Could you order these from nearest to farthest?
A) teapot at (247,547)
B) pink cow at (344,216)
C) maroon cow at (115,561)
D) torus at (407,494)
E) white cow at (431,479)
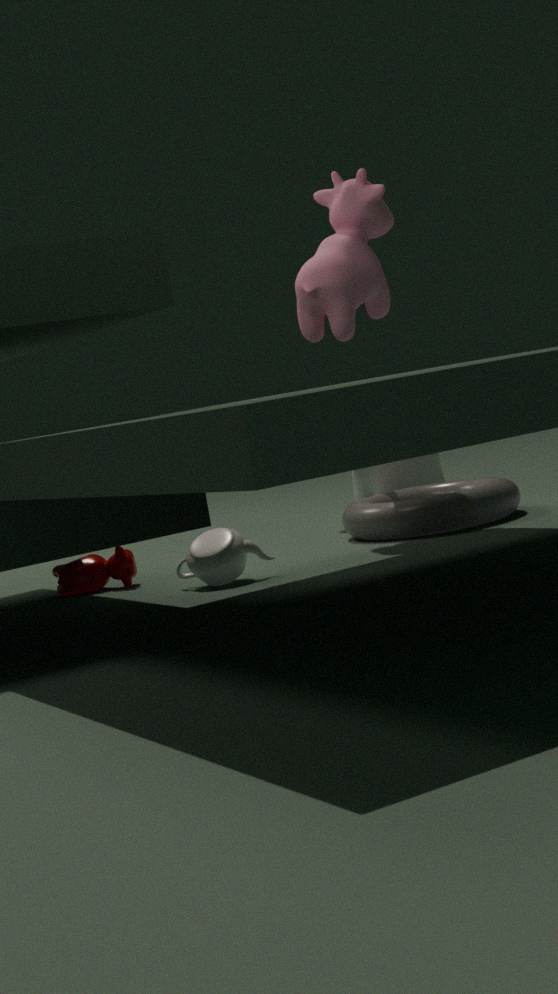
teapot at (247,547)
torus at (407,494)
maroon cow at (115,561)
pink cow at (344,216)
white cow at (431,479)
